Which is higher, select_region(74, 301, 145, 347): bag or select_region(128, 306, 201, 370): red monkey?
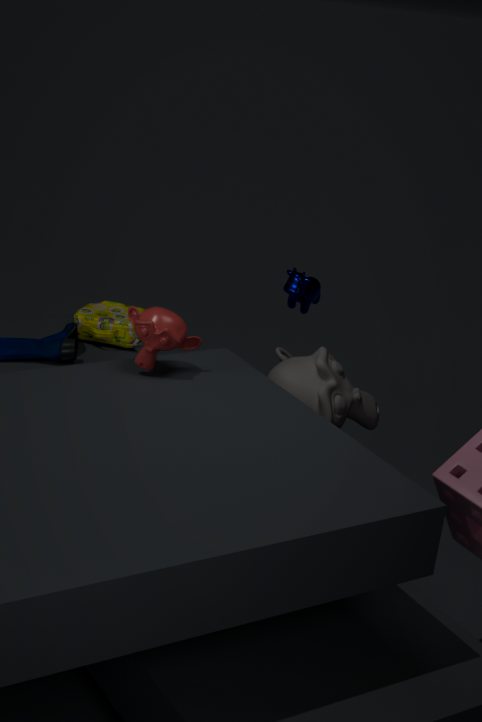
select_region(128, 306, 201, 370): red monkey
